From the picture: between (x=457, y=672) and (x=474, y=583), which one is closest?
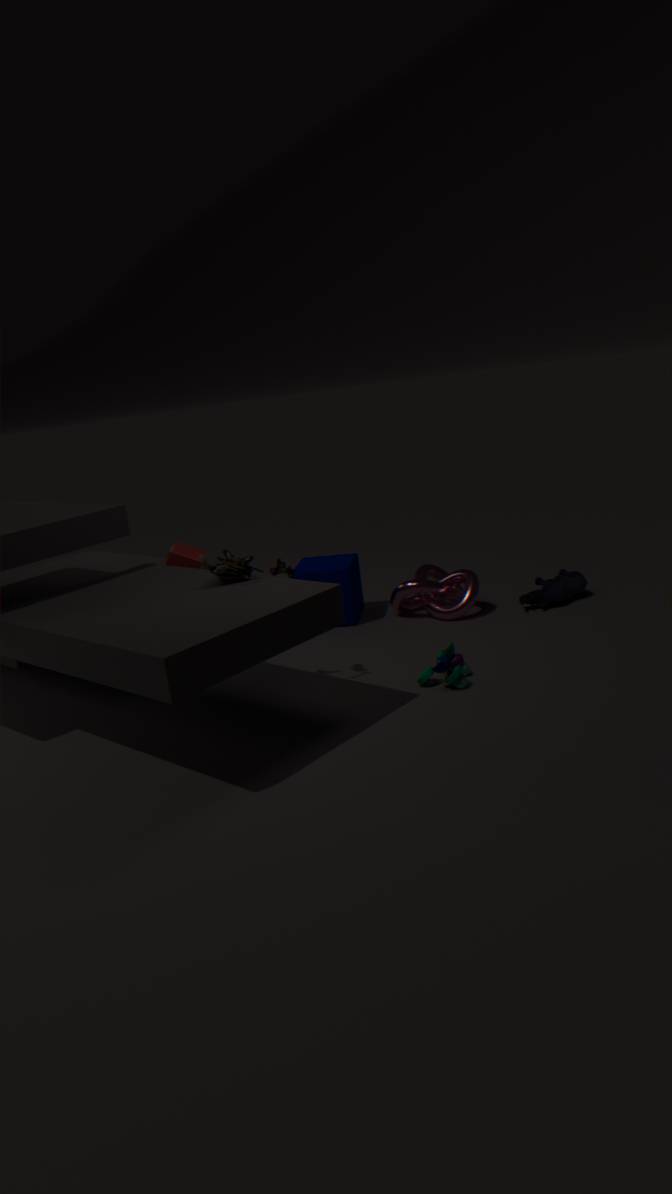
(x=457, y=672)
